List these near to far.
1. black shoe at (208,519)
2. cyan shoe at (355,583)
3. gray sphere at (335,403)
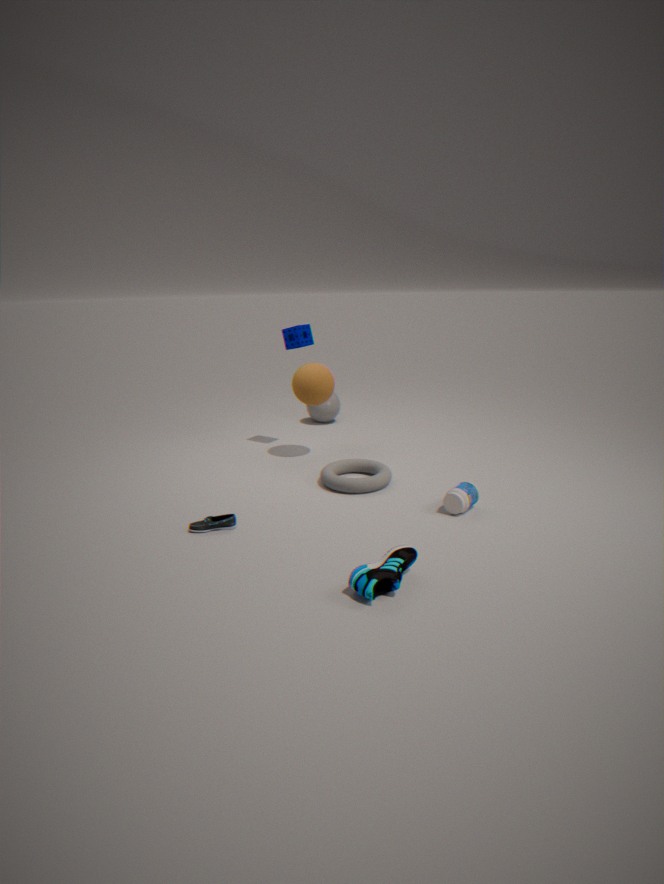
1. cyan shoe at (355,583)
2. black shoe at (208,519)
3. gray sphere at (335,403)
